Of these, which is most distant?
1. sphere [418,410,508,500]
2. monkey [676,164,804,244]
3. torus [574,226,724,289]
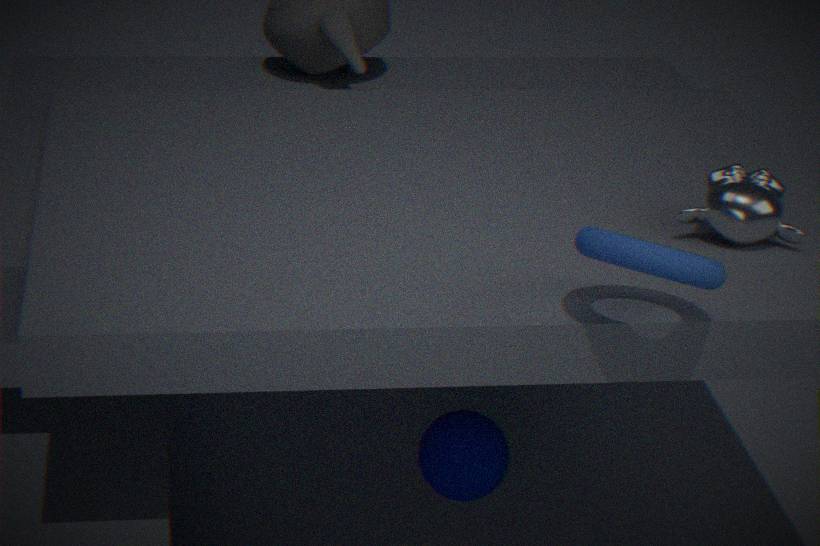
monkey [676,164,804,244]
